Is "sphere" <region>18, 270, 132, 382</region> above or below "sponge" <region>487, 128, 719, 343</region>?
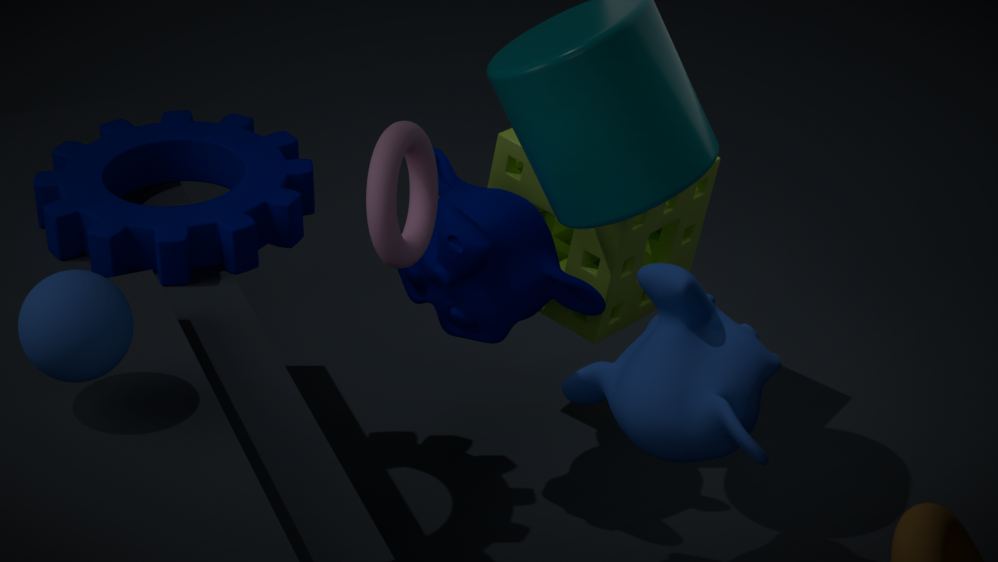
above
